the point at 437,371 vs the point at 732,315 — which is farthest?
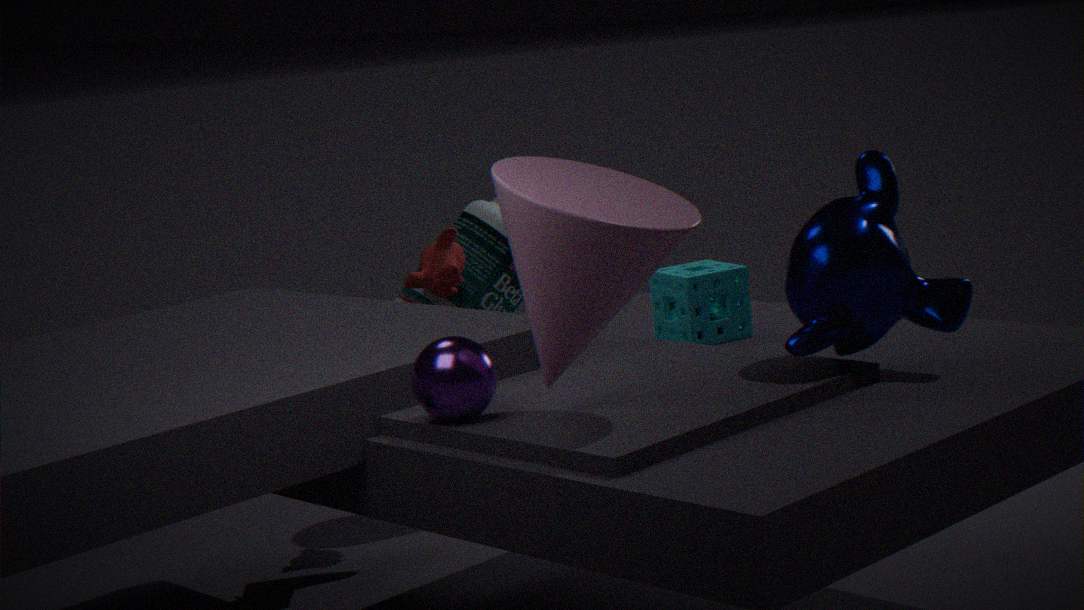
the point at 732,315
